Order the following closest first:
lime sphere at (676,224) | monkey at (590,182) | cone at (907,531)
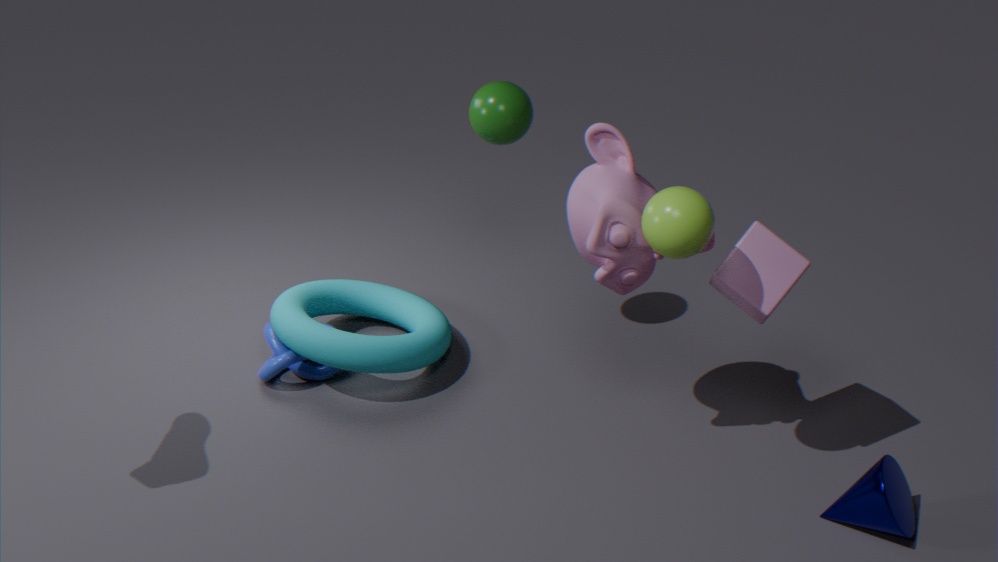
lime sphere at (676,224) → cone at (907,531) → monkey at (590,182)
